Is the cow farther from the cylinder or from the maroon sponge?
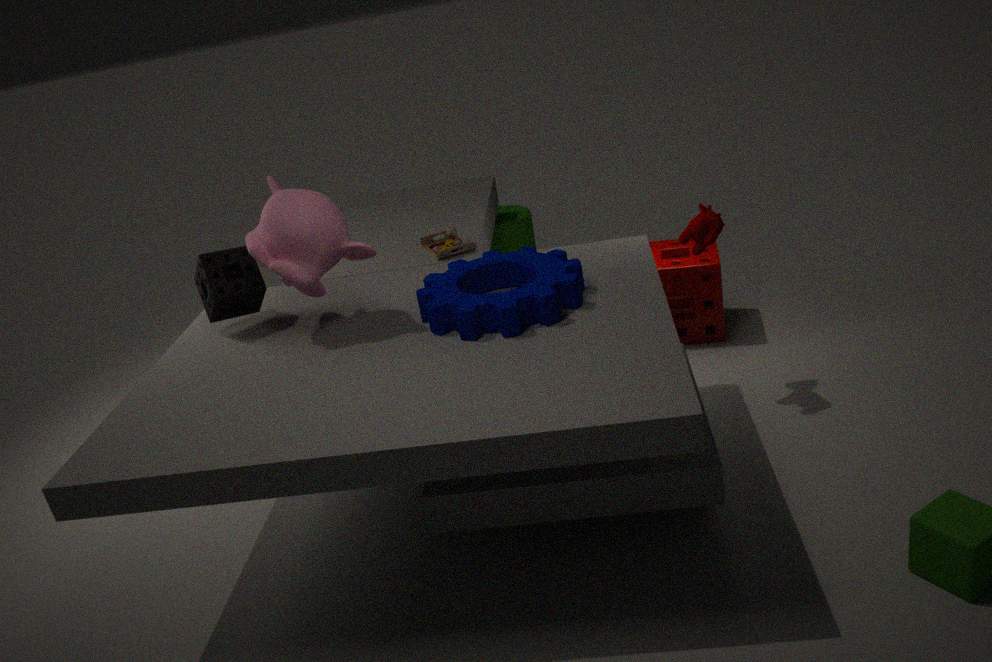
the cylinder
